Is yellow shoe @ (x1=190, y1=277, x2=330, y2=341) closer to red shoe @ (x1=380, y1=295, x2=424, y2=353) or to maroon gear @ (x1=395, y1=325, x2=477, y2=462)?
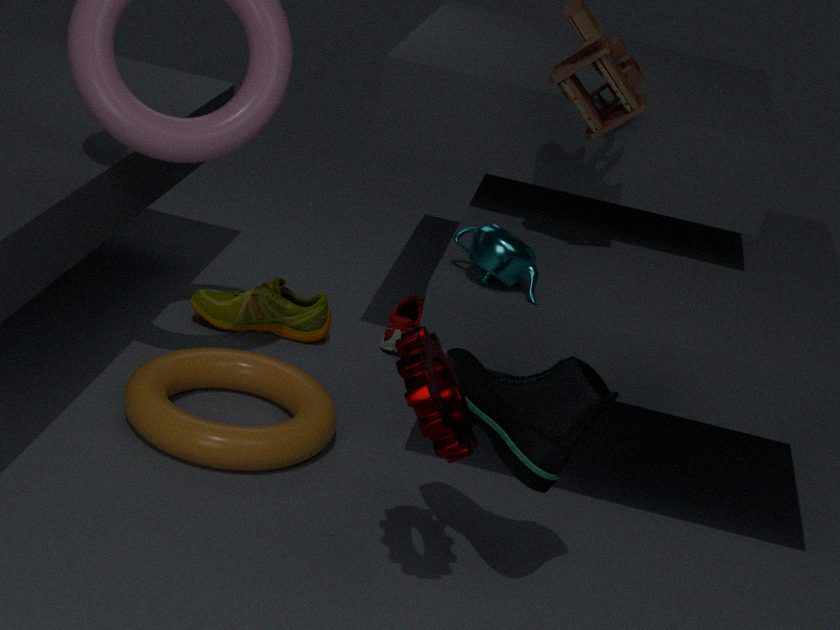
red shoe @ (x1=380, y1=295, x2=424, y2=353)
